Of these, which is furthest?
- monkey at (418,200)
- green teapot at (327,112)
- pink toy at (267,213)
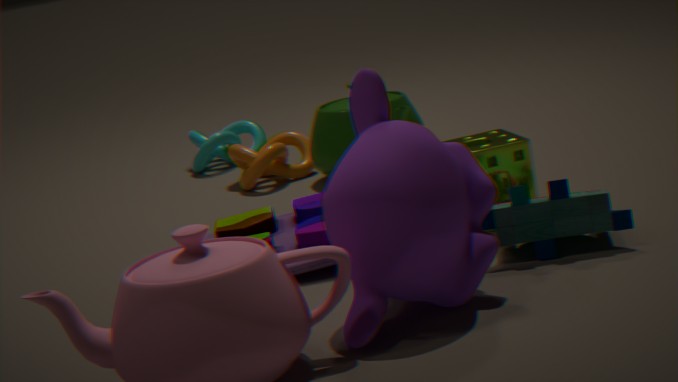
green teapot at (327,112)
